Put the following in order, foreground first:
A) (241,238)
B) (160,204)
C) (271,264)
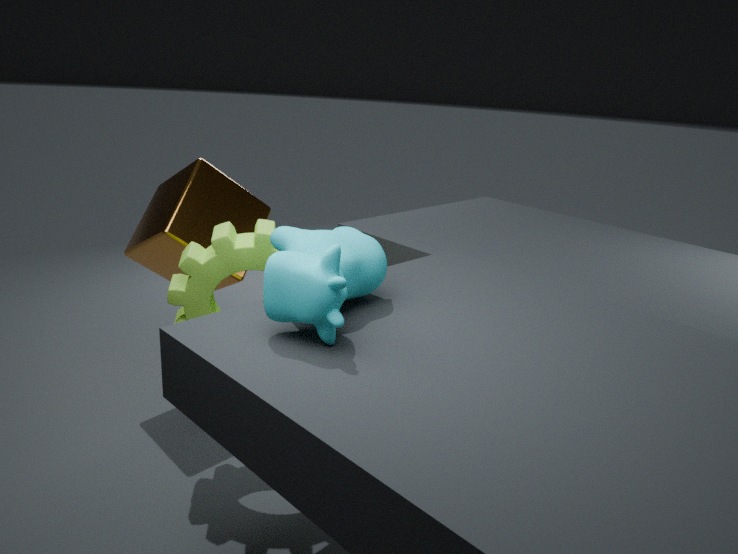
(271,264) → (241,238) → (160,204)
